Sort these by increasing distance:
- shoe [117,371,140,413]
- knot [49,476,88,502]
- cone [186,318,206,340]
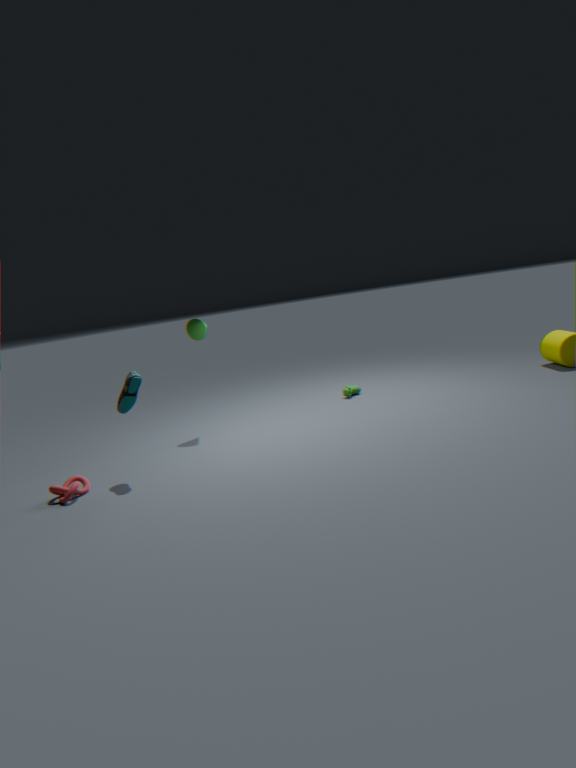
knot [49,476,88,502] < shoe [117,371,140,413] < cone [186,318,206,340]
